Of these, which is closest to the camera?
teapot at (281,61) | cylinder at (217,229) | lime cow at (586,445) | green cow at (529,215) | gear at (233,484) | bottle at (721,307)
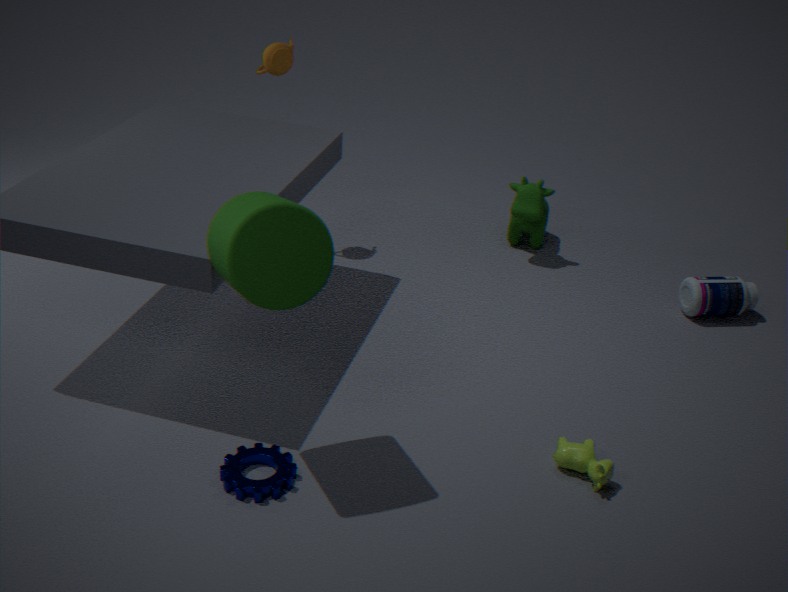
cylinder at (217,229)
